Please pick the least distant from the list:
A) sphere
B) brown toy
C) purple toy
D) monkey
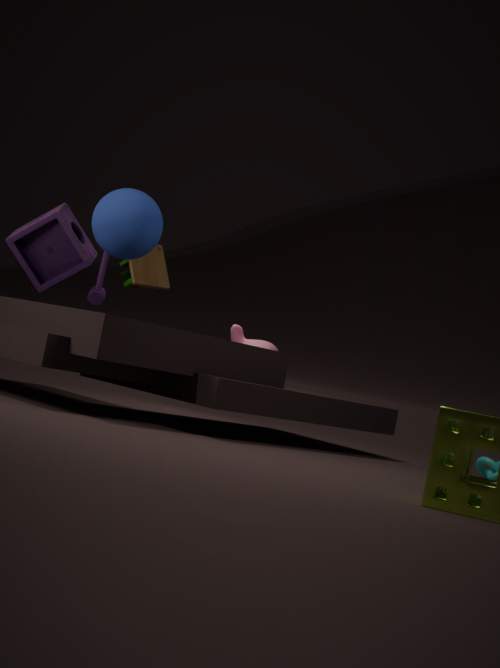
sphere
